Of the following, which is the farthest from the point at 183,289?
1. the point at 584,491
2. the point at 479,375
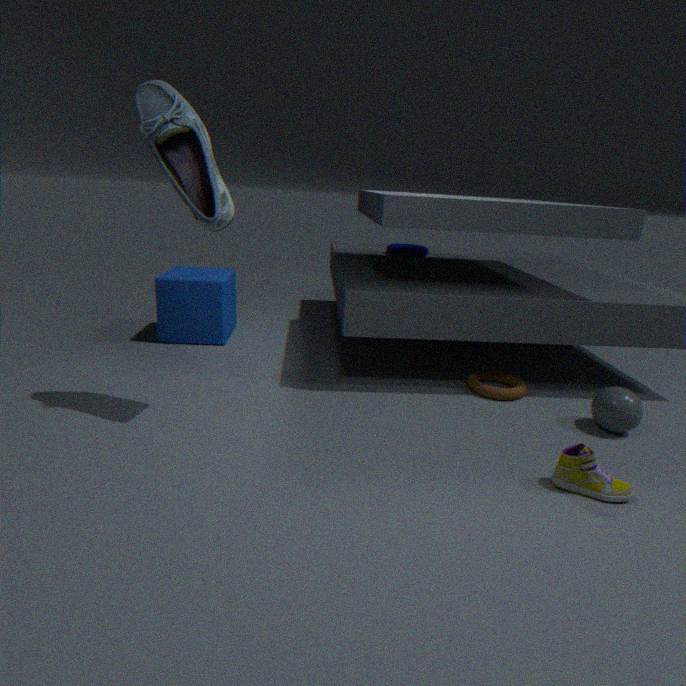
the point at 584,491
